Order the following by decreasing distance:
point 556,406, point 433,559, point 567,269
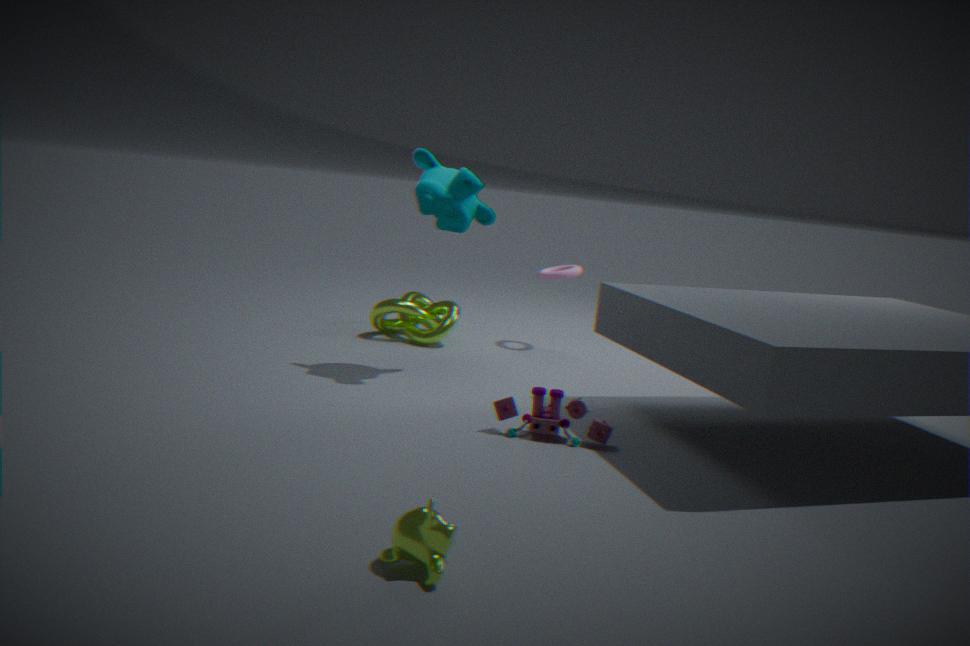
point 567,269 < point 556,406 < point 433,559
